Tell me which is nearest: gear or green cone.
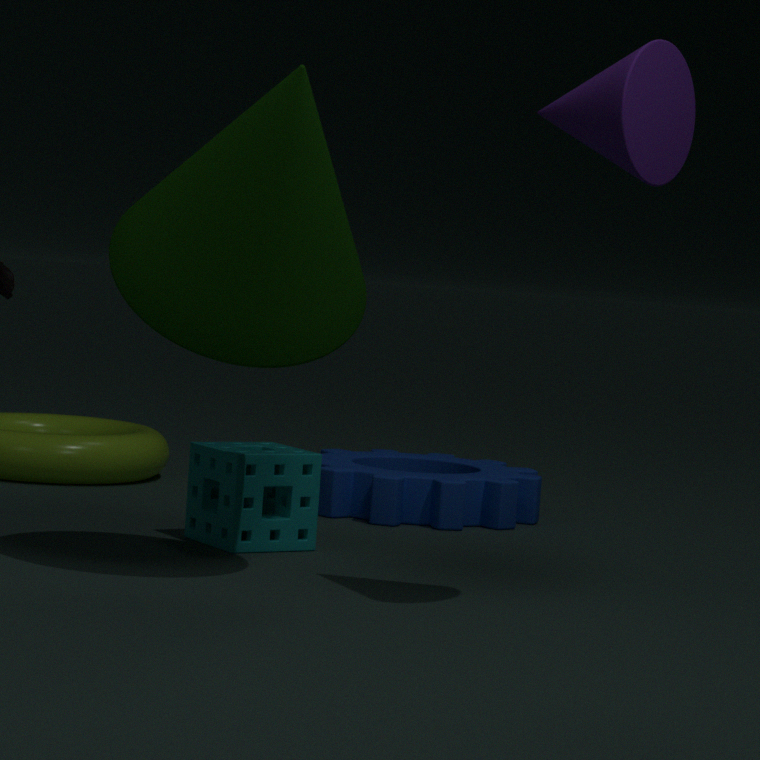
green cone
